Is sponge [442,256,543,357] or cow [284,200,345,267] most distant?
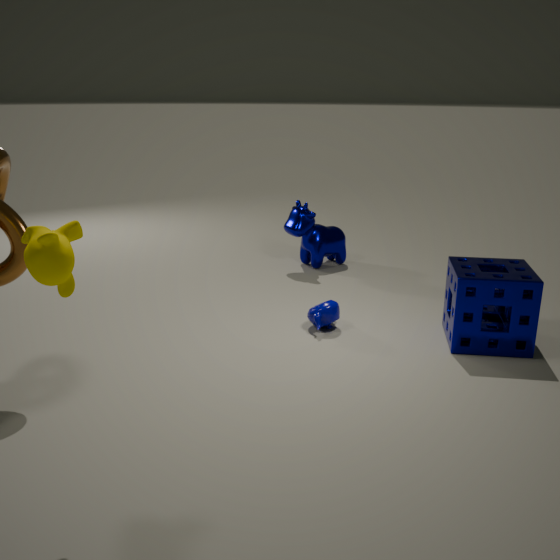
cow [284,200,345,267]
